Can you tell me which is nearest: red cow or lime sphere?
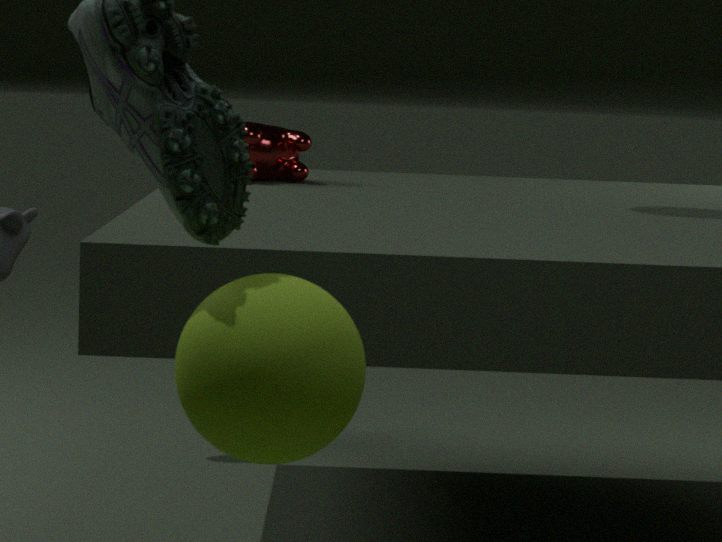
lime sphere
